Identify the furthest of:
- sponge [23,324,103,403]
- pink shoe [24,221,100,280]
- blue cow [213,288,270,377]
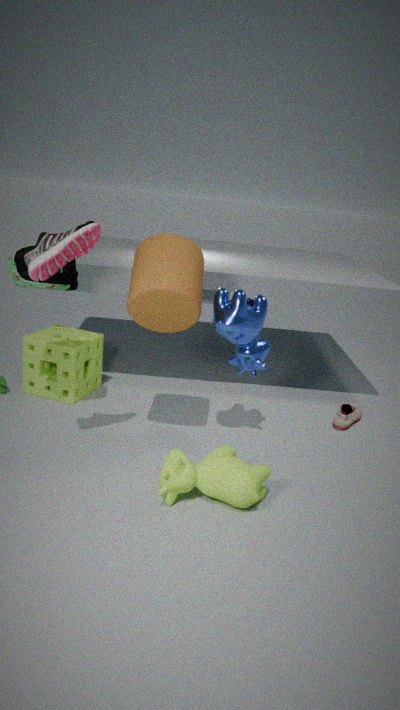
sponge [23,324,103,403]
